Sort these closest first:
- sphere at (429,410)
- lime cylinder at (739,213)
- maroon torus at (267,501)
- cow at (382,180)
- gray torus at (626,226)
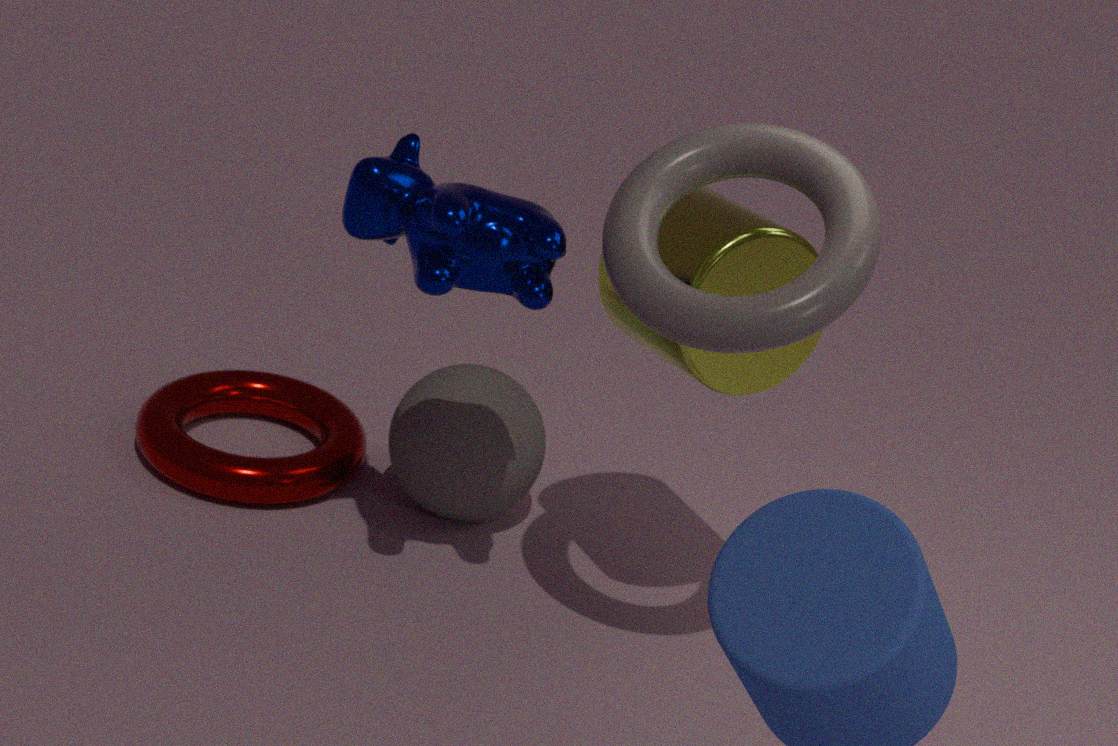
A: gray torus at (626,226), cow at (382,180), lime cylinder at (739,213), sphere at (429,410), maroon torus at (267,501)
